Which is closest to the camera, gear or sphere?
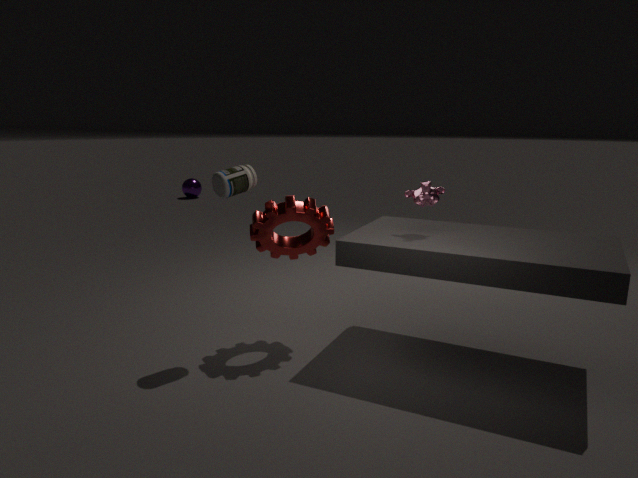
gear
